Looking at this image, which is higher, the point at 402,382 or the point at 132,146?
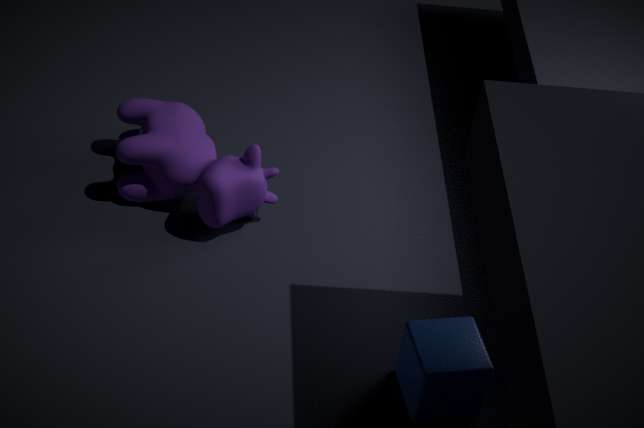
the point at 132,146
